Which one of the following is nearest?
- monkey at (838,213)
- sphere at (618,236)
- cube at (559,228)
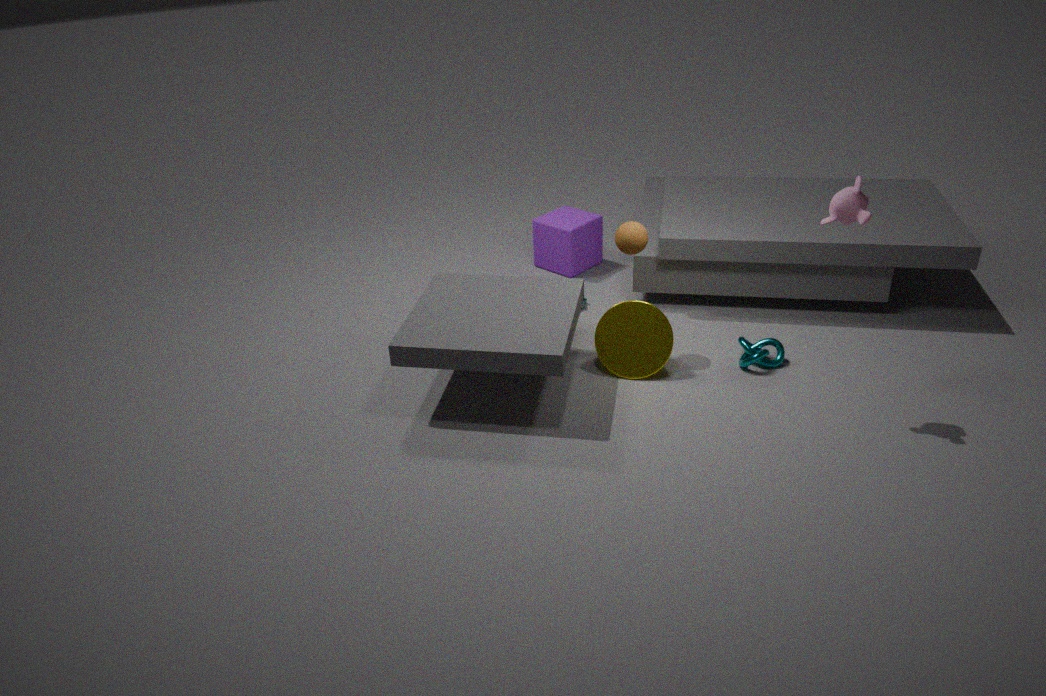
monkey at (838,213)
